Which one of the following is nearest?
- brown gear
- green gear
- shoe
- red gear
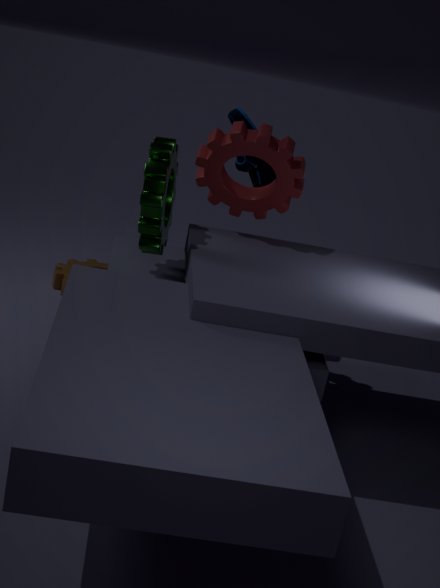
green gear
